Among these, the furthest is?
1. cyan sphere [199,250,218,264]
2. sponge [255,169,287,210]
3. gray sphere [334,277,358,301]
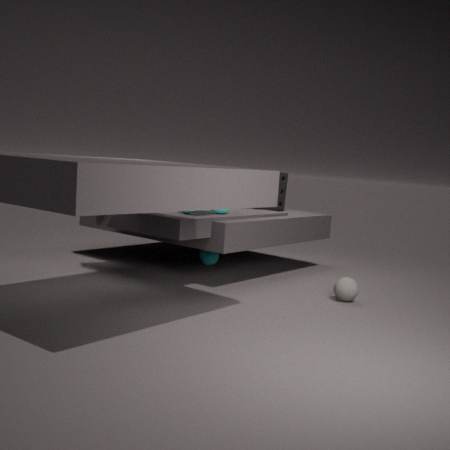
sponge [255,169,287,210]
